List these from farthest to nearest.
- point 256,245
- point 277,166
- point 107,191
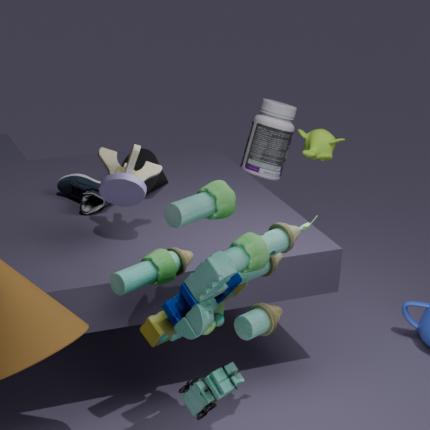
1. point 277,166
2. point 107,191
3. point 256,245
